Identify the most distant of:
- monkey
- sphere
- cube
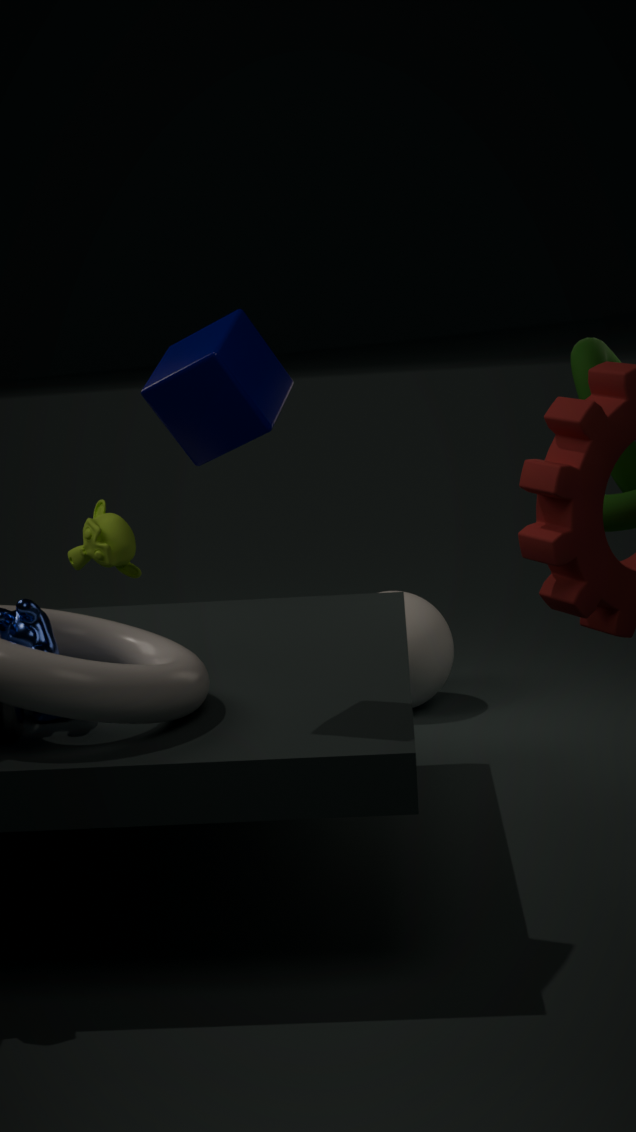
sphere
